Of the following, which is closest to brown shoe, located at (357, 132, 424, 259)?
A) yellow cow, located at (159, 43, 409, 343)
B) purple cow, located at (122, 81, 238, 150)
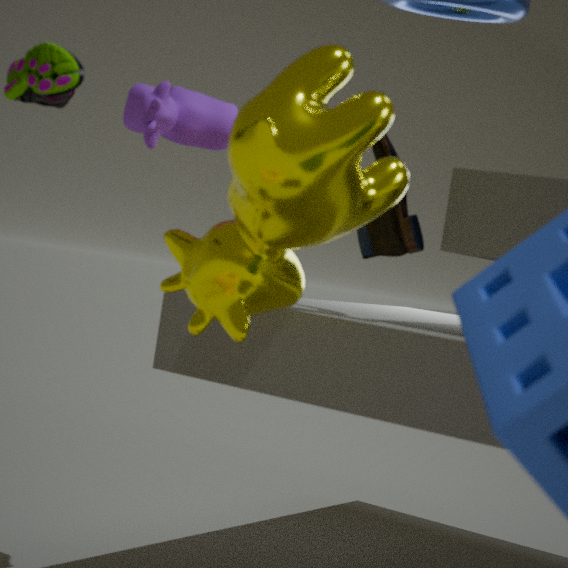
yellow cow, located at (159, 43, 409, 343)
